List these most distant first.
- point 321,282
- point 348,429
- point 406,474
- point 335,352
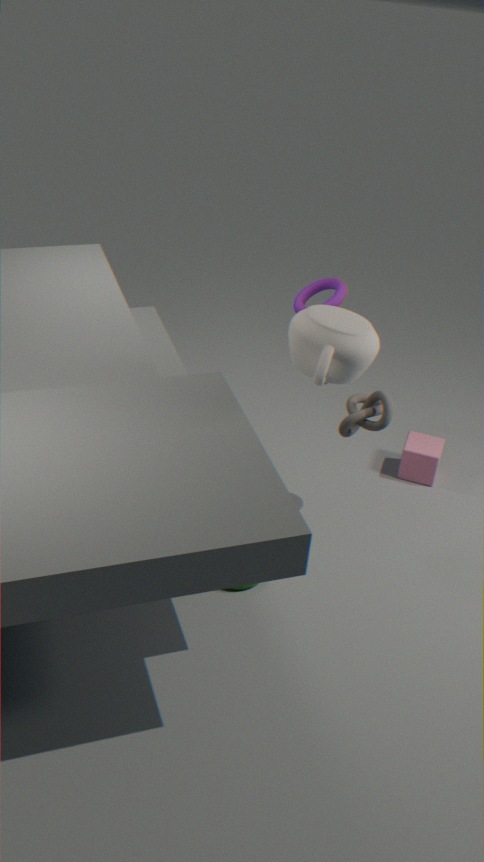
point 406,474 → point 321,282 → point 348,429 → point 335,352
